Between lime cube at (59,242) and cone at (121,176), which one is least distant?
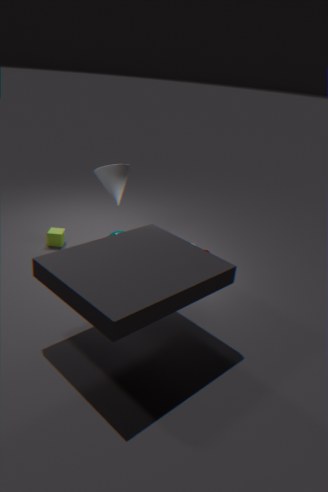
cone at (121,176)
